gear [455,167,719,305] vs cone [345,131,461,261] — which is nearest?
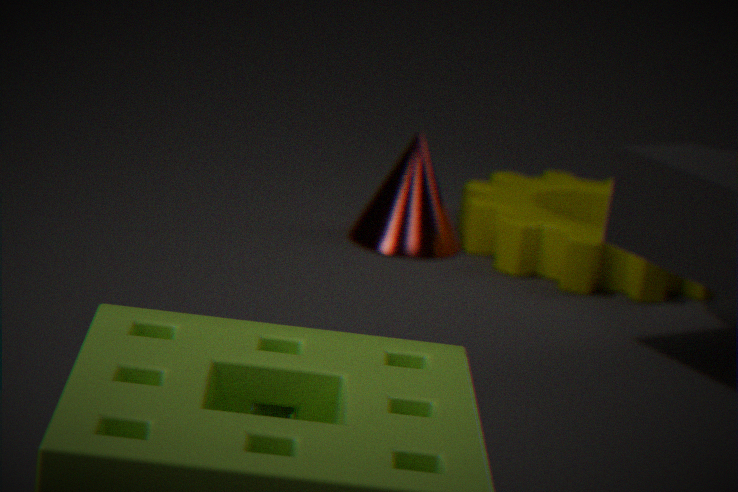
gear [455,167,719,305]
